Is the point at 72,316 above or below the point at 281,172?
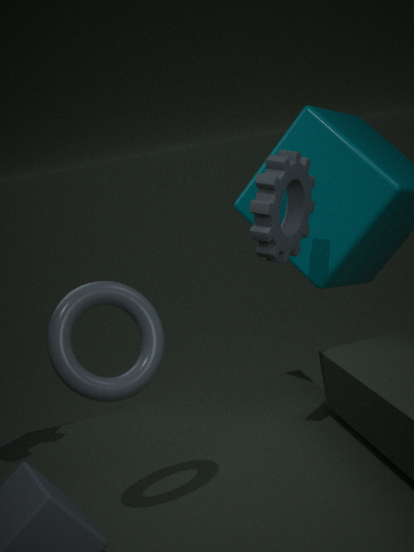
below
